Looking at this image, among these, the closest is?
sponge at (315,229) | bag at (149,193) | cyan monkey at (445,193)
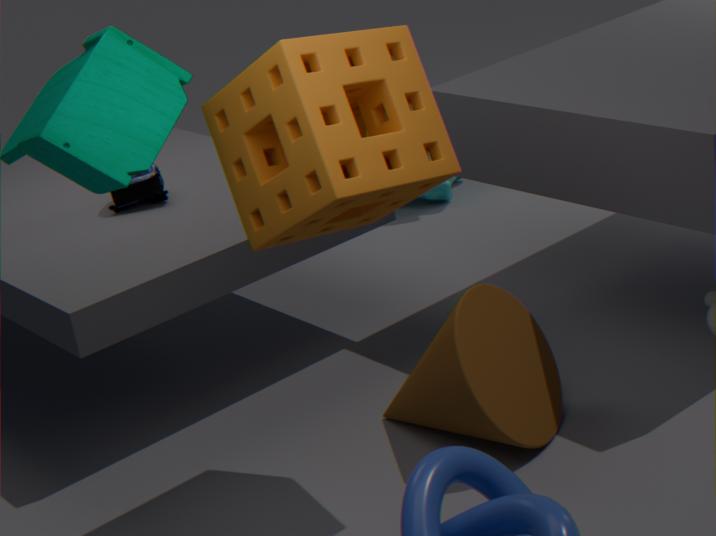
sponge at (315,229)
